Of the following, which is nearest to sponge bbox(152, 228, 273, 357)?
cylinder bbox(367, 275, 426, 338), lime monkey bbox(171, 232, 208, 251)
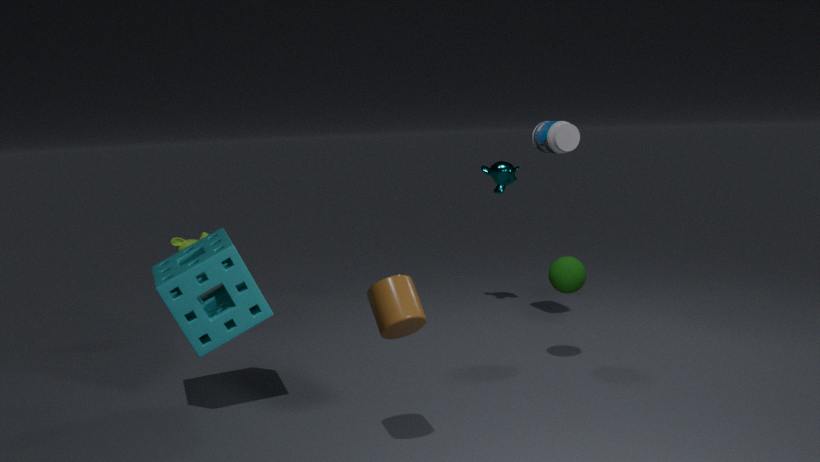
cylinder bbox(367, 275, 426, 338)
